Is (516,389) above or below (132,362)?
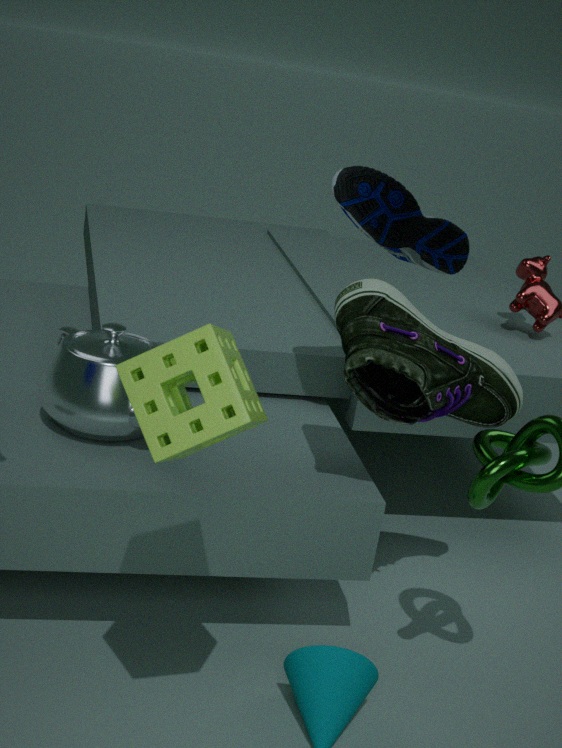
below
